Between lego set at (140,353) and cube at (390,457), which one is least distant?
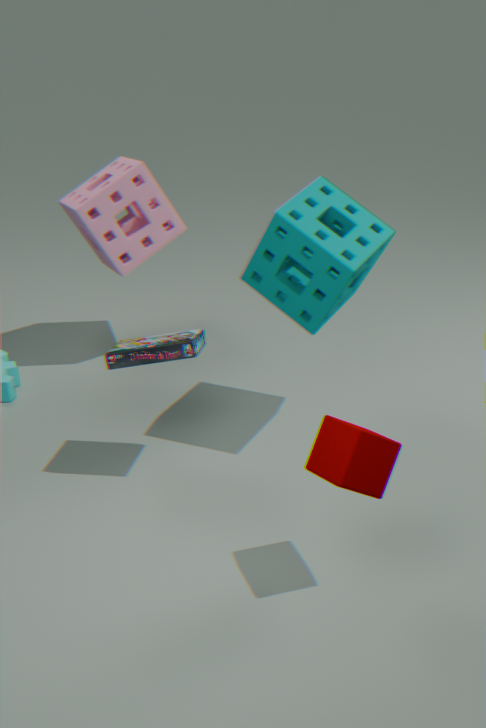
cube at (390,457)
